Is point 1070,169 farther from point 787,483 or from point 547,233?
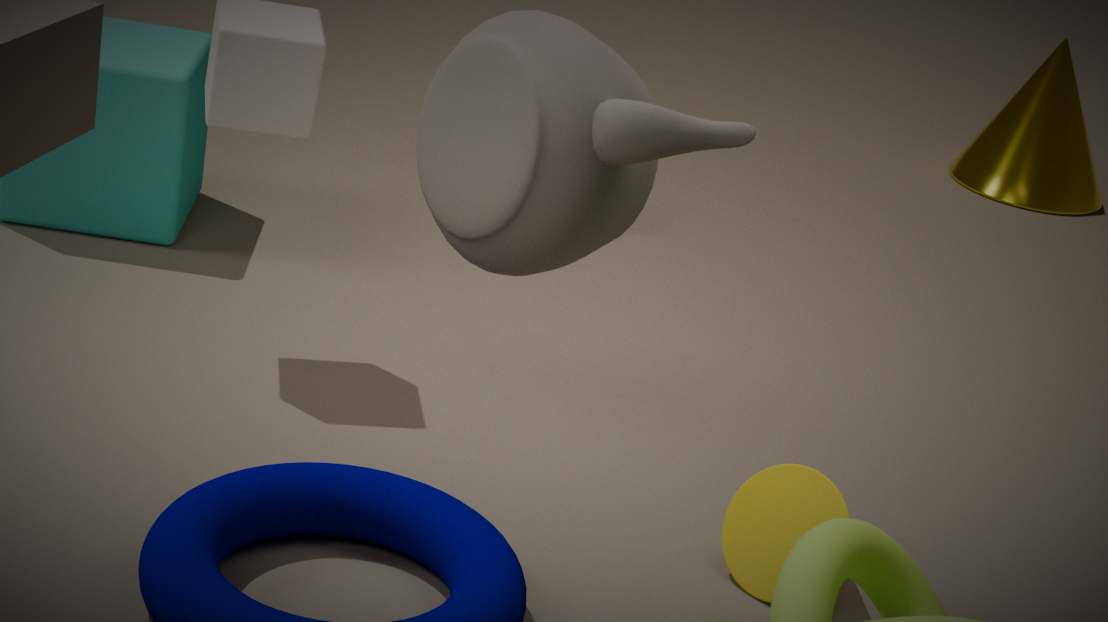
point 547,233
